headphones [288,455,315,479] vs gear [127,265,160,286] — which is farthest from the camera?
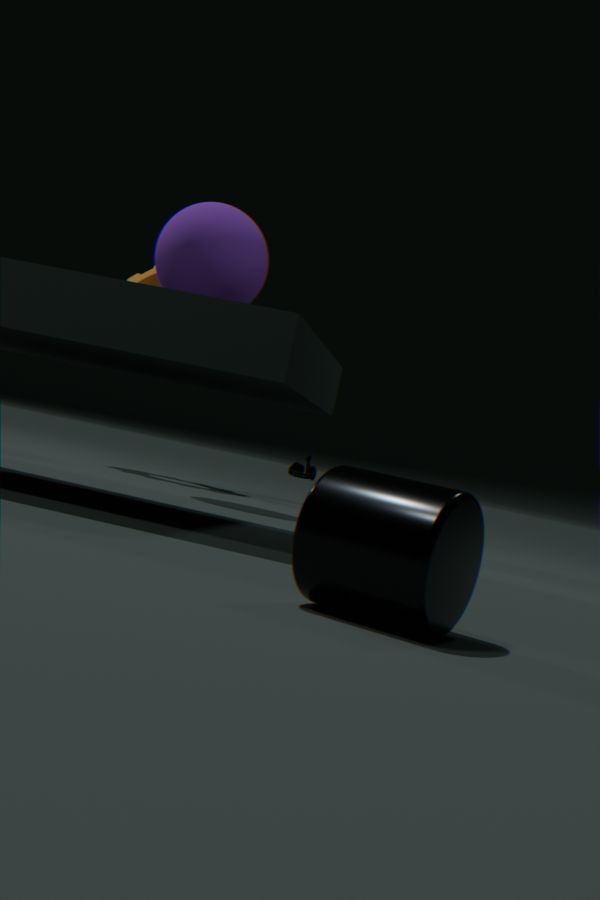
headphones [288,455,315,479]
